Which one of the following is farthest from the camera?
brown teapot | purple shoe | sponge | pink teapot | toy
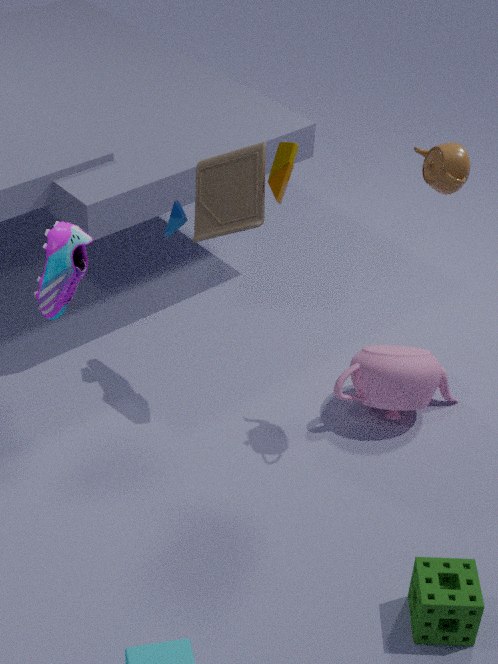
pink teapot
